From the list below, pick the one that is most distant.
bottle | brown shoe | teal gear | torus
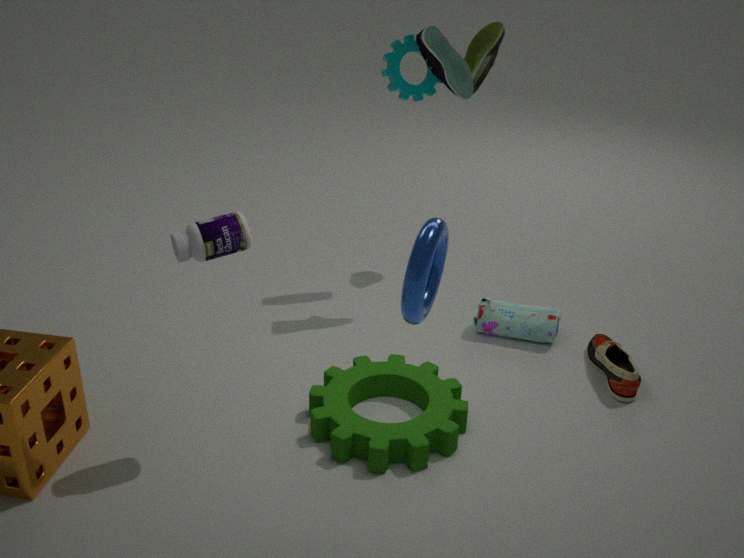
teal gear
